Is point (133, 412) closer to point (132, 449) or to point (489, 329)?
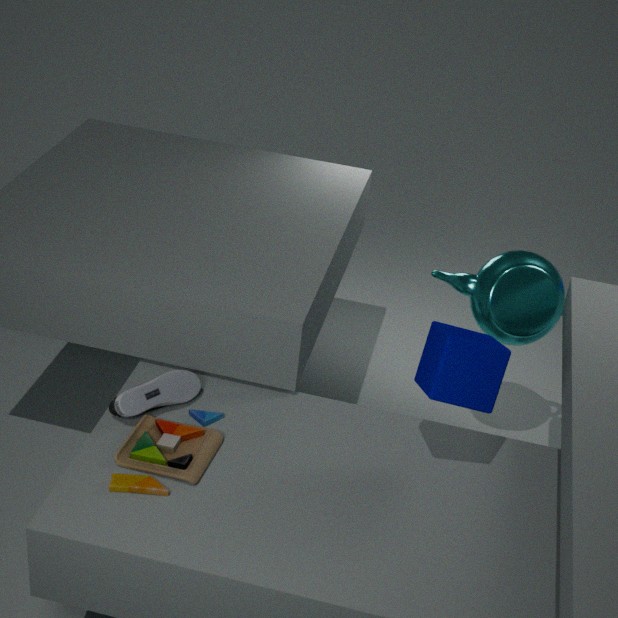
point (132, 449)
